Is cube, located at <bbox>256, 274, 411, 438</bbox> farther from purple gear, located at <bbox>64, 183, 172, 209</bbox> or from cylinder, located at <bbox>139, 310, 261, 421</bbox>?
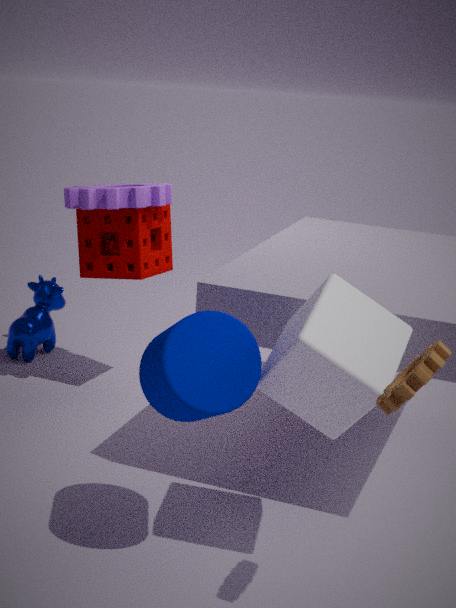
purple gear, located at <bbox>64, 183, 172, 209</bbox>
